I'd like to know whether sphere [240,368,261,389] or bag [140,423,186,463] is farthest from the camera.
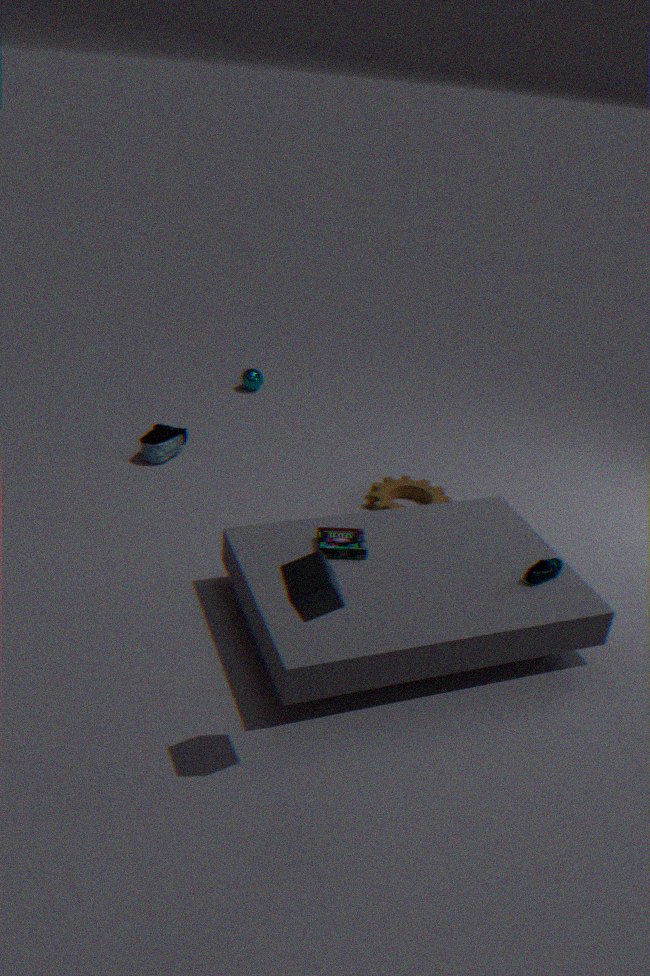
sphere [240,368,261,389]
